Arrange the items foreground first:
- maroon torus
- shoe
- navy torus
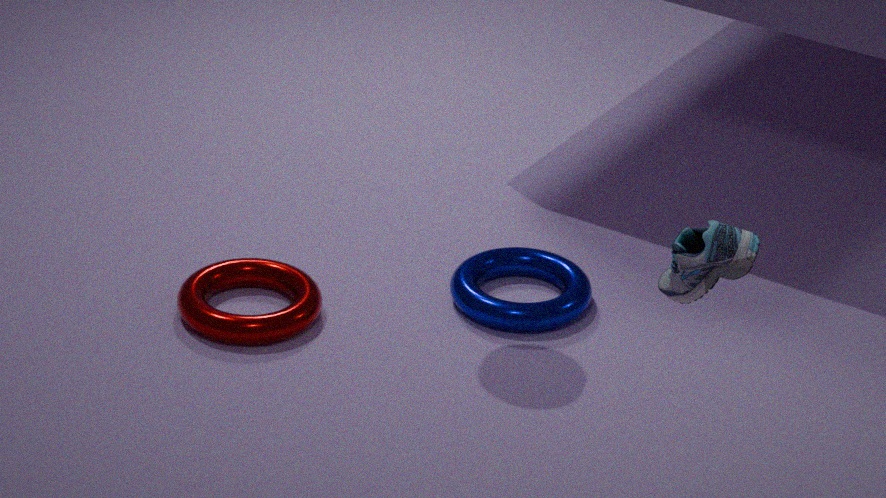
shoe
maroon torus
navy torus
